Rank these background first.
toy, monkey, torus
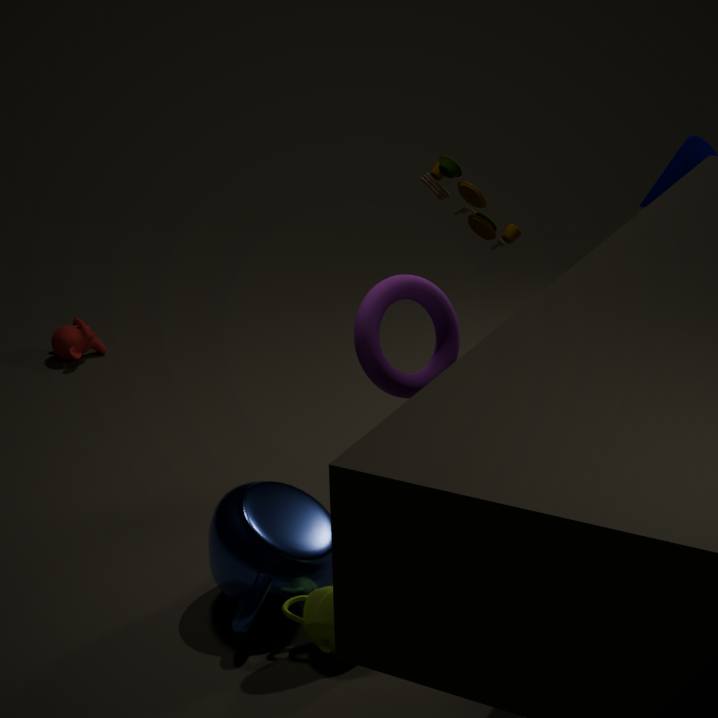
monkey → toy → torus
